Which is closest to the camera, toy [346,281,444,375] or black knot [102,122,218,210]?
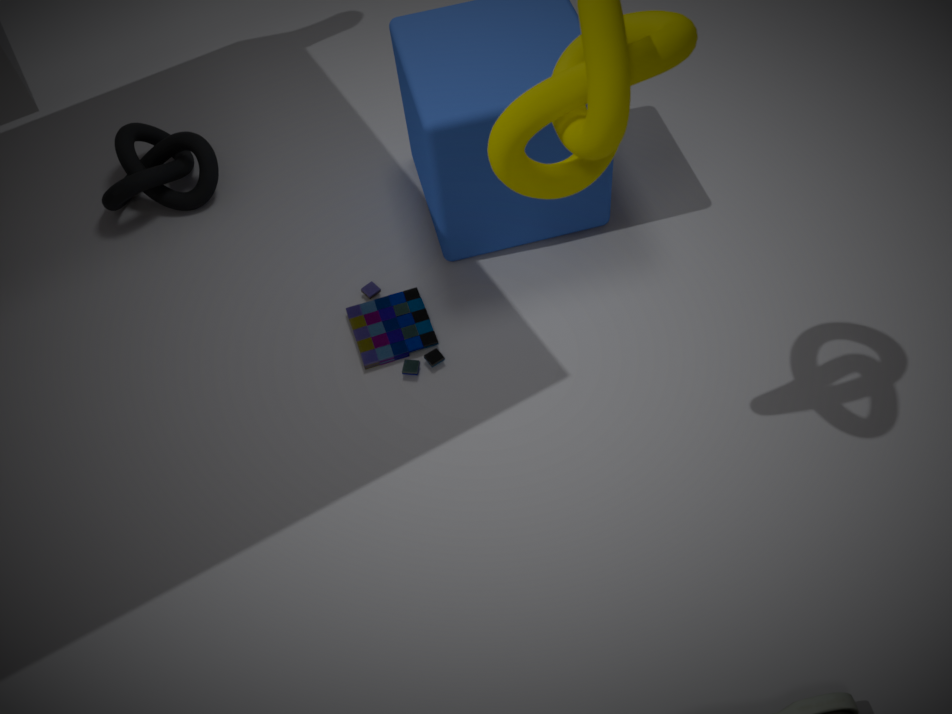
toy [346,281,444,375]
